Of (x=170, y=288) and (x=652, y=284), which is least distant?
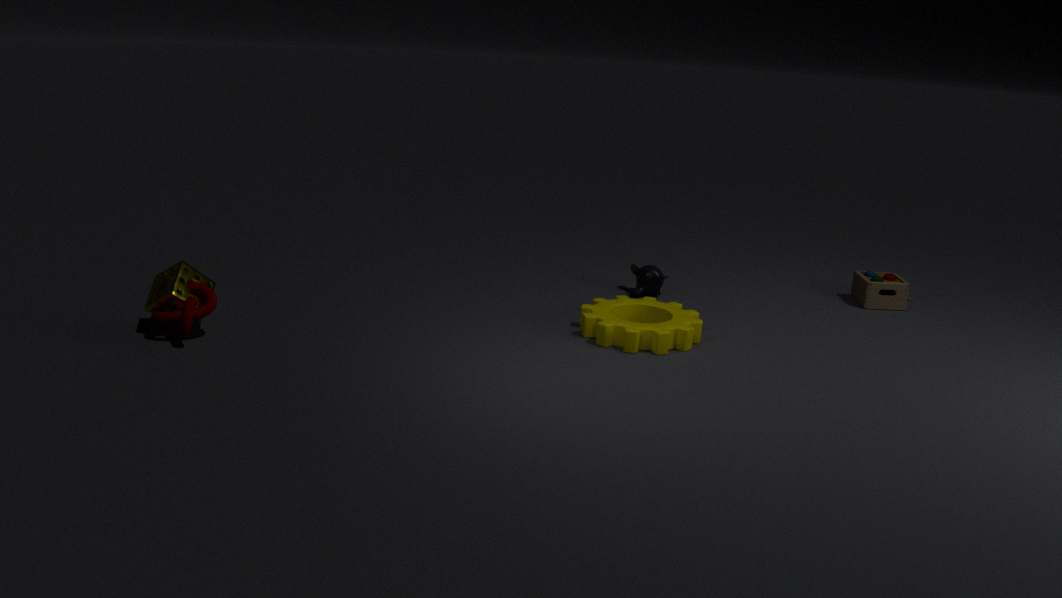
(x=170, y=288)
